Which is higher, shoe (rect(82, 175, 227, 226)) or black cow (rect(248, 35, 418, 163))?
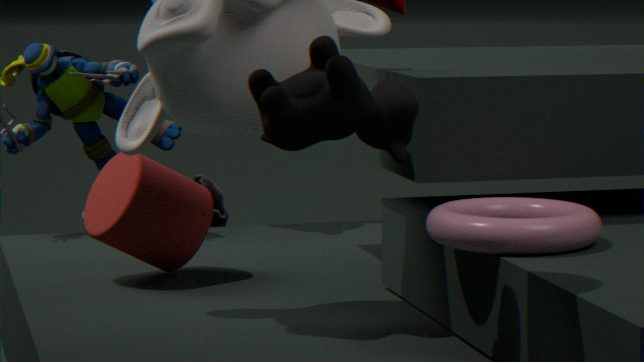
black cow (rect(248, 35, 418, 163))
